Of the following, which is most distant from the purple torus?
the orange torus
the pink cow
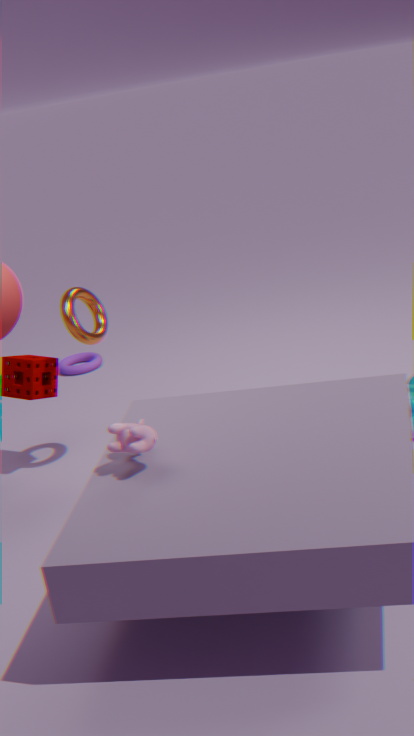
the pink cow
